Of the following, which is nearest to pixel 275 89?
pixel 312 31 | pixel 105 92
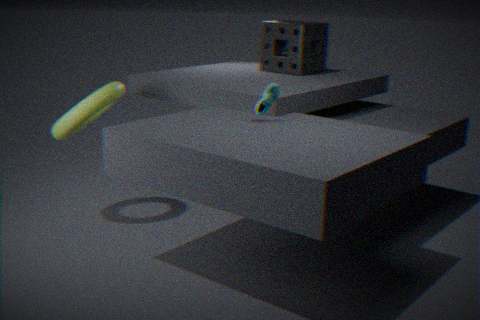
pixel 105 92
